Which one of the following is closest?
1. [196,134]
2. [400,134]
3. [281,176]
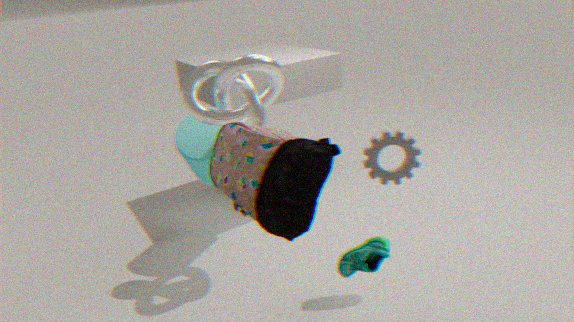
[281,176]
